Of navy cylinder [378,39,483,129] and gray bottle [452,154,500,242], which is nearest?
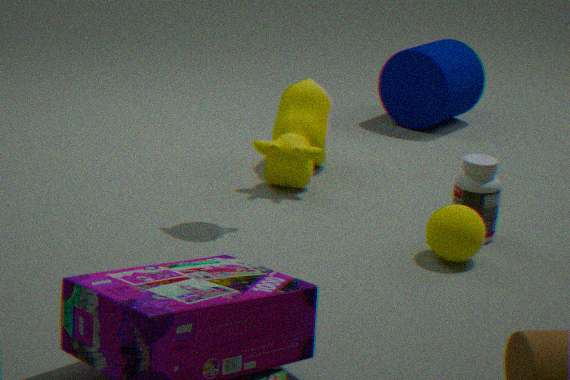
gray bottle [452,154,500,242]
